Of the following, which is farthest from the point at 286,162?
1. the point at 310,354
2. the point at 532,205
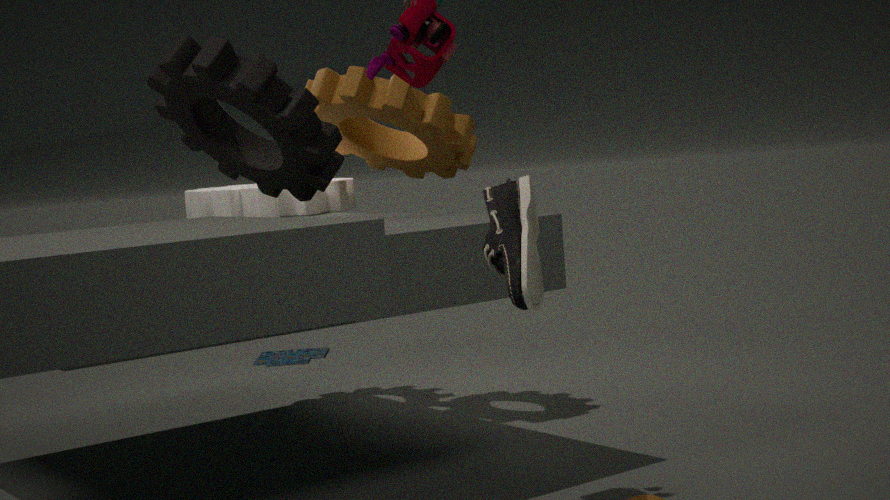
the point at 310,354
